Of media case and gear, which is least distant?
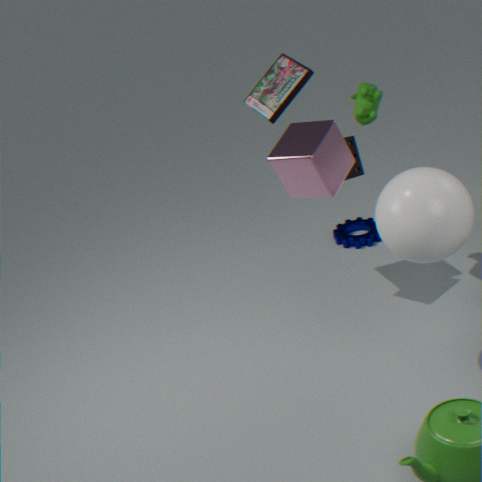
media case
